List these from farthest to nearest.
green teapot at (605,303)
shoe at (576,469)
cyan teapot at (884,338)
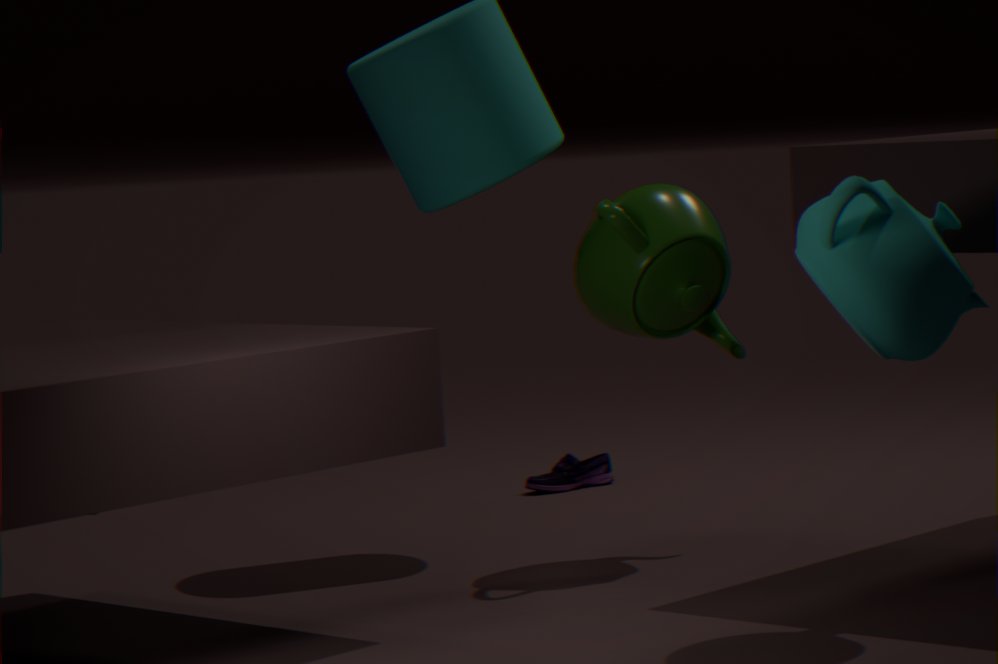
shoe at (576,469), green teapot at (605,303), cyan teapot at (884,338)
